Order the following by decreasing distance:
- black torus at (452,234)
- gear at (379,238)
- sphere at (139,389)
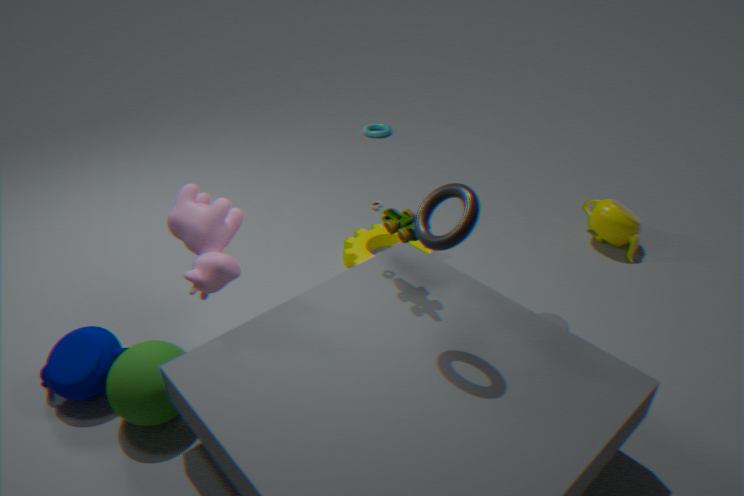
gear at (379,238) → sphere at (139,389) → black torus at (452,234)
